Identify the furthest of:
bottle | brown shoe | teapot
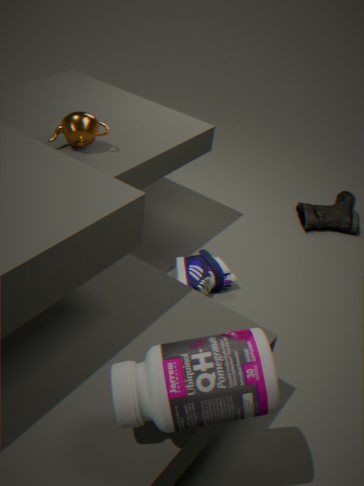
brown shoe
